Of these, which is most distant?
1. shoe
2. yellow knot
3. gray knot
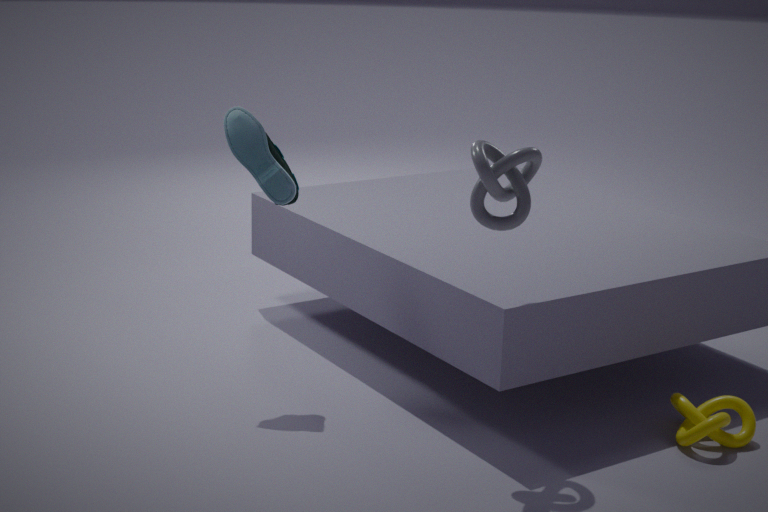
shoe
